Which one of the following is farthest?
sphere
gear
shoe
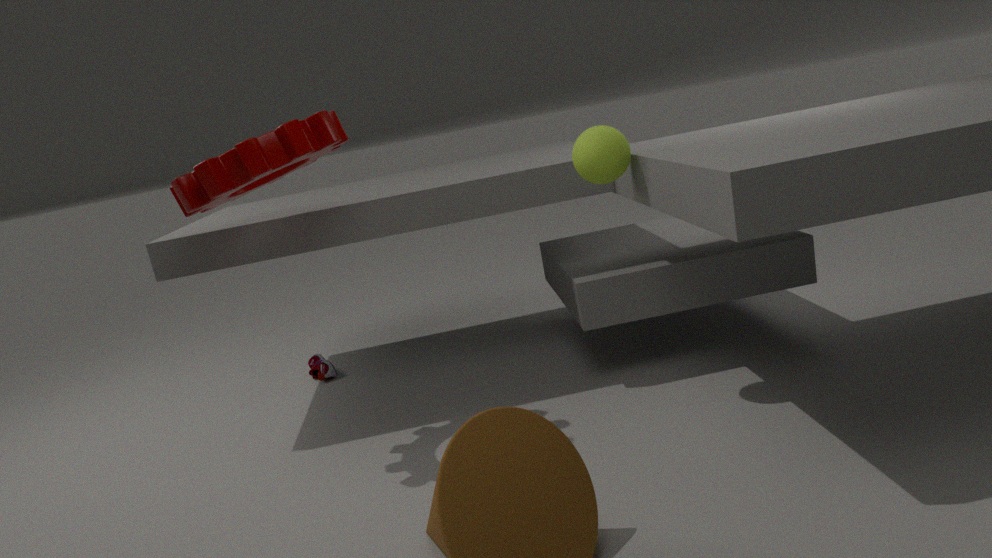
shoe
